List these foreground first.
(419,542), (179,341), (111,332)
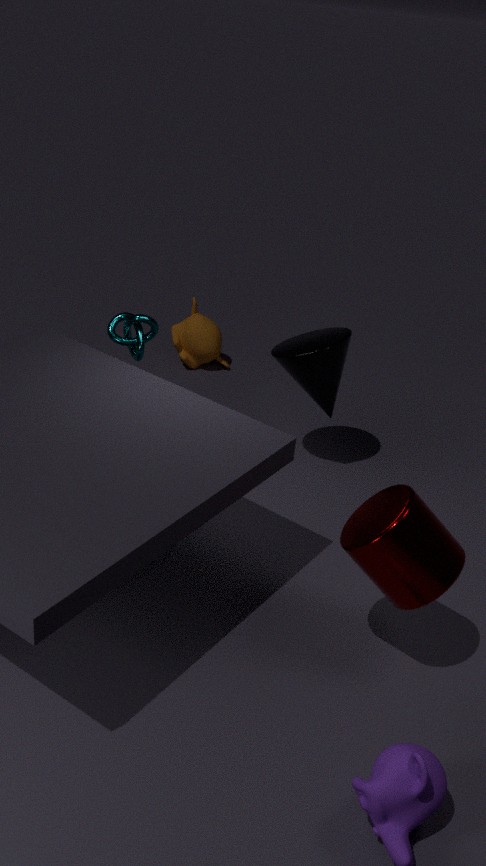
1. (419,542)
2. (111,332)
3. (179,341)
